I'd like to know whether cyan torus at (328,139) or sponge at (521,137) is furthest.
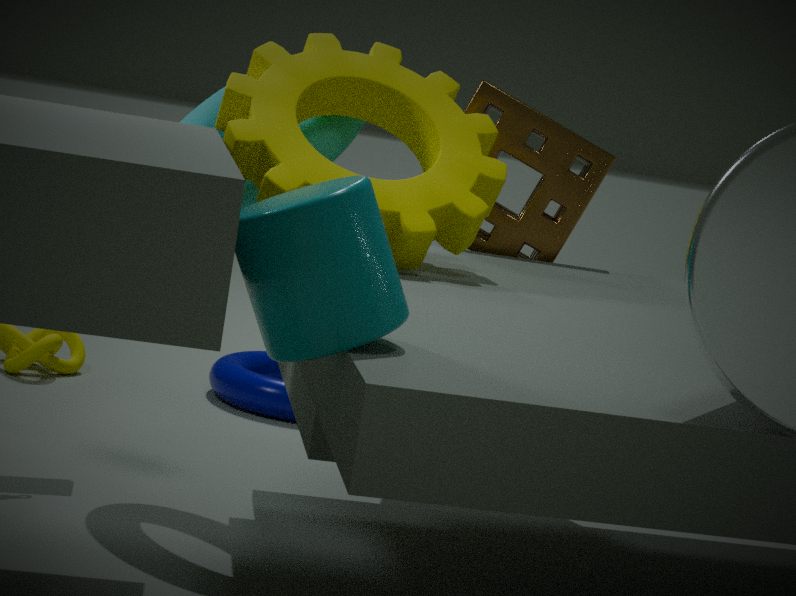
sponge at (521,137)
